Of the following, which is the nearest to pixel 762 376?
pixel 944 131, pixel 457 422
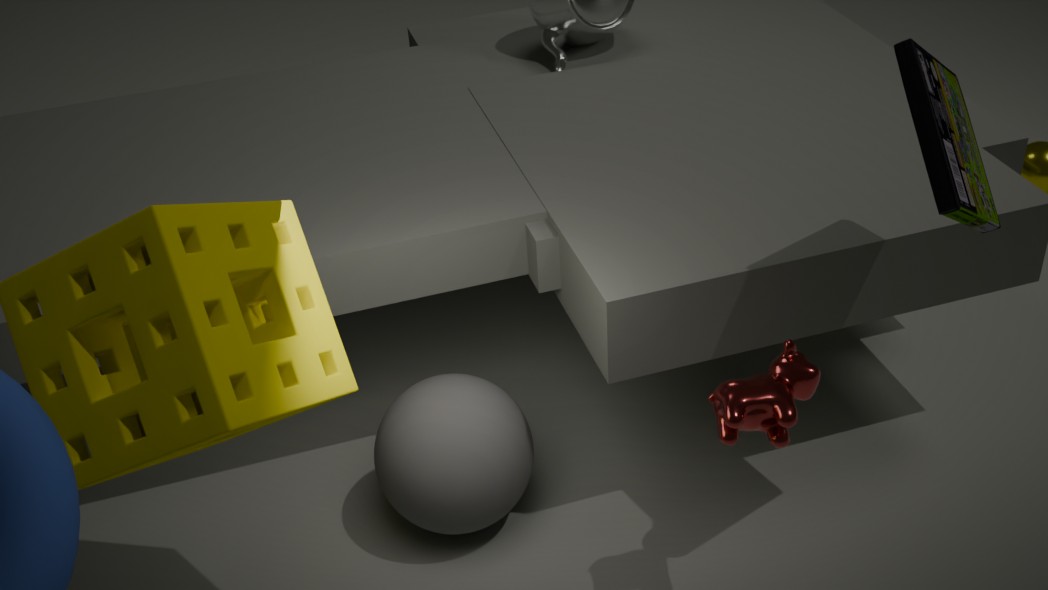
pixel 944 131
